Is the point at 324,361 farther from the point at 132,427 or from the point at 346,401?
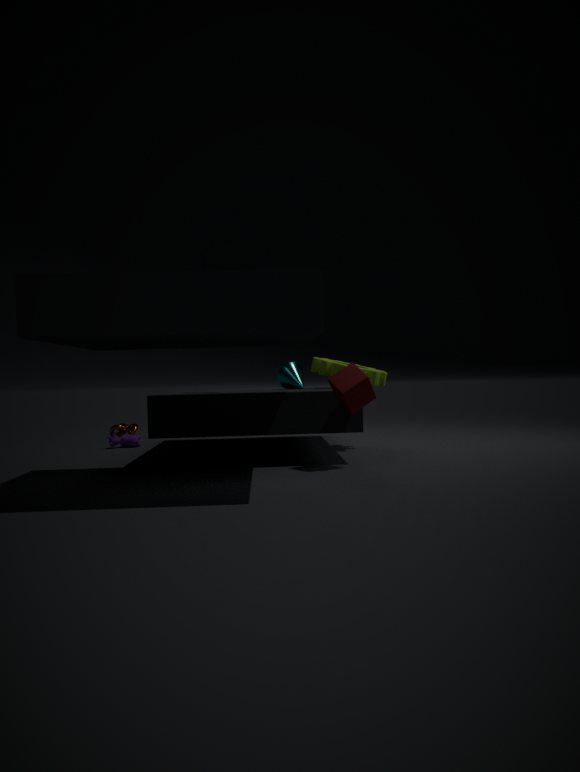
→ the point at 132,427
